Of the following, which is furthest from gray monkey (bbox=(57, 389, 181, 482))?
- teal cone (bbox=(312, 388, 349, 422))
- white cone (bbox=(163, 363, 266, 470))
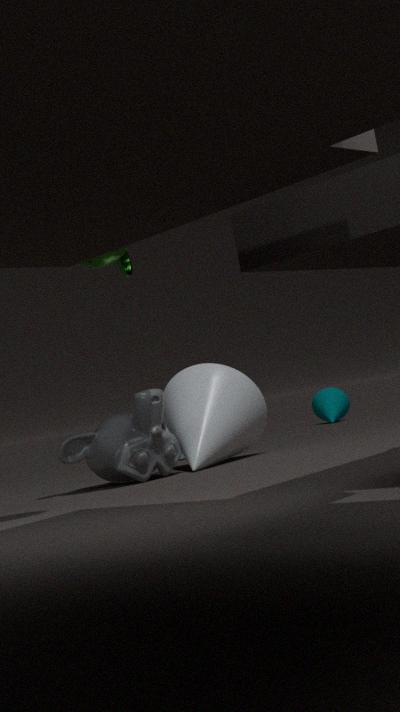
teal cone (bbox=(312, 388, 349, 422))
